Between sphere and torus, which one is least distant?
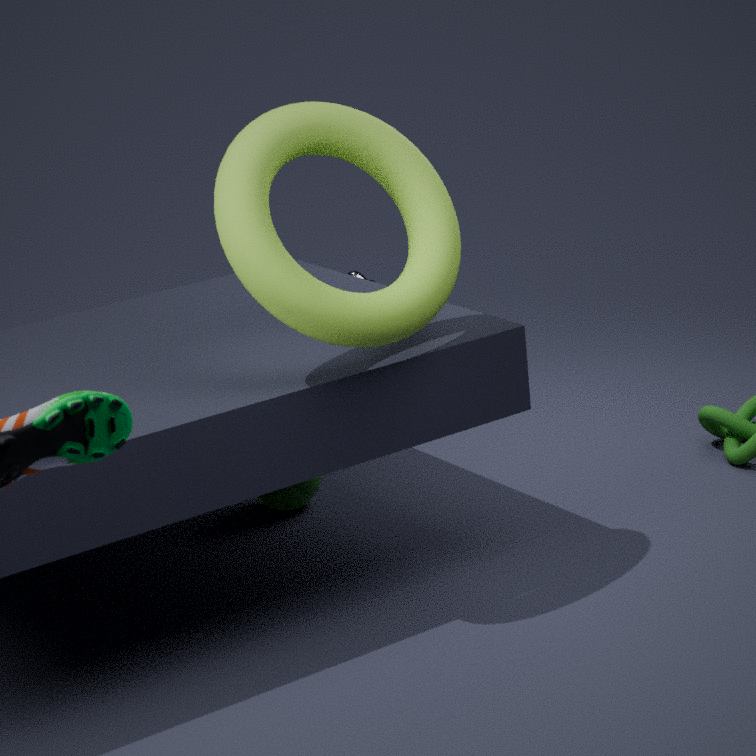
torus
